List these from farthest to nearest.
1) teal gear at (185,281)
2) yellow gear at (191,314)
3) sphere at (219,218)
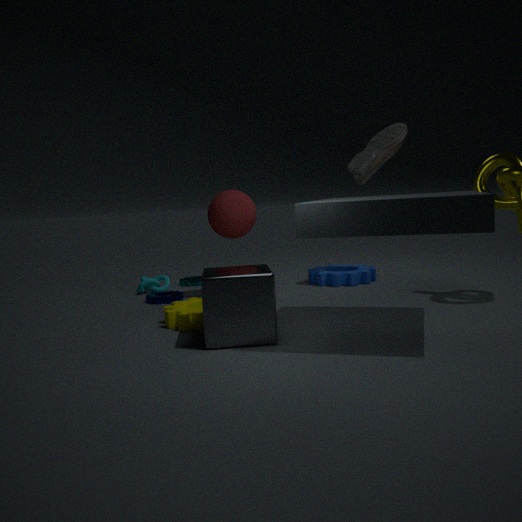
1. teal gear at (185,281) < 3. sphere at (219,218) < 2. yellow gear at (191,314)
